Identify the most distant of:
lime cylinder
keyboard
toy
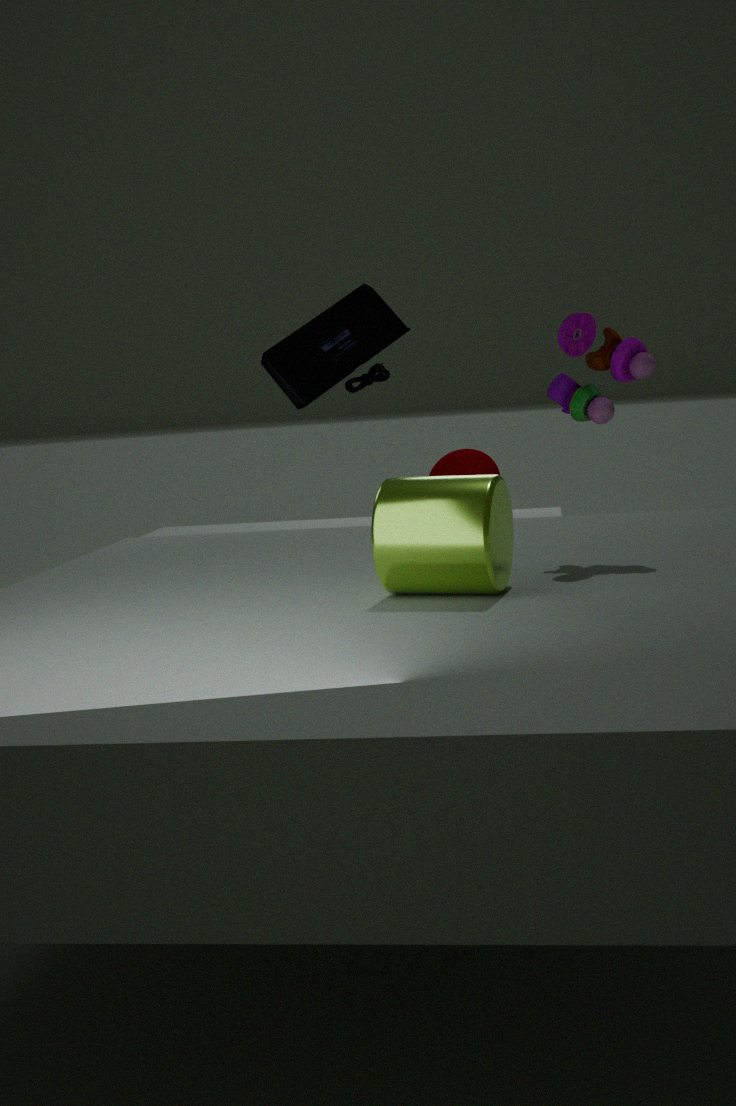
keyboard
